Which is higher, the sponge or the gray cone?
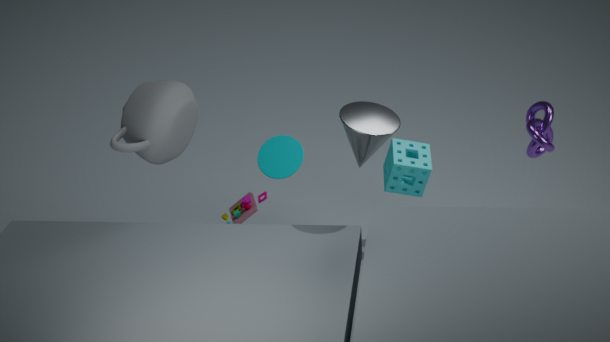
the gray cone
